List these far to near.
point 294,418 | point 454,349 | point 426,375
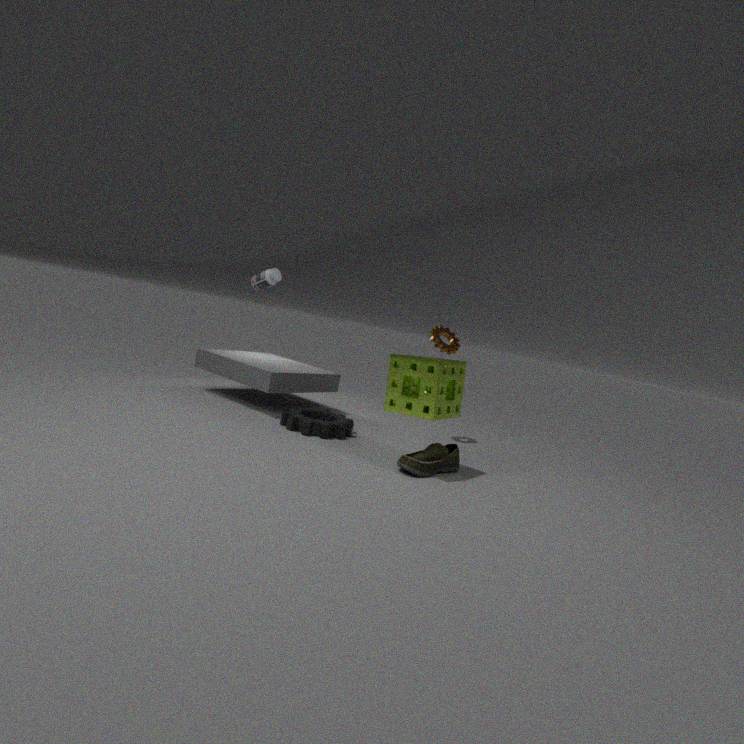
point 454,349, point 294,418, point 426,375
